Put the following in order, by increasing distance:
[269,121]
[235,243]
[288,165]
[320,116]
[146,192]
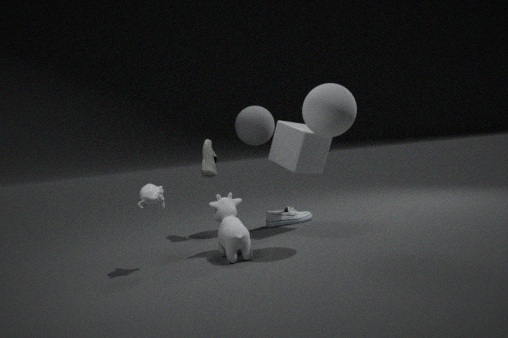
1. [320,116]
2. [146,192]
3. [235,243]
4. [288,165]
5. [269,121]
